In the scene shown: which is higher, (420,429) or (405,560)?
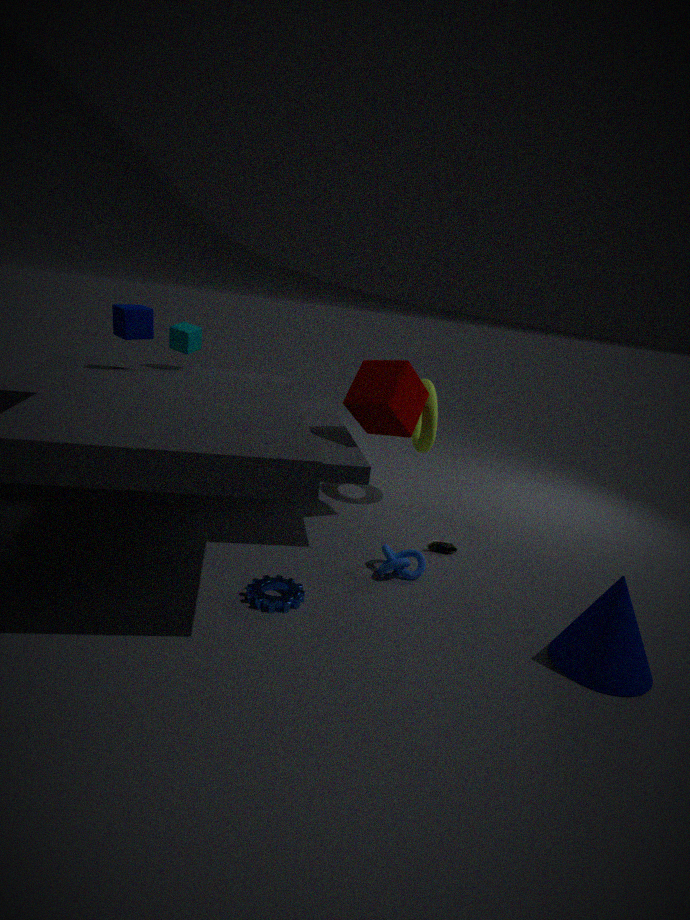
(420,429)
